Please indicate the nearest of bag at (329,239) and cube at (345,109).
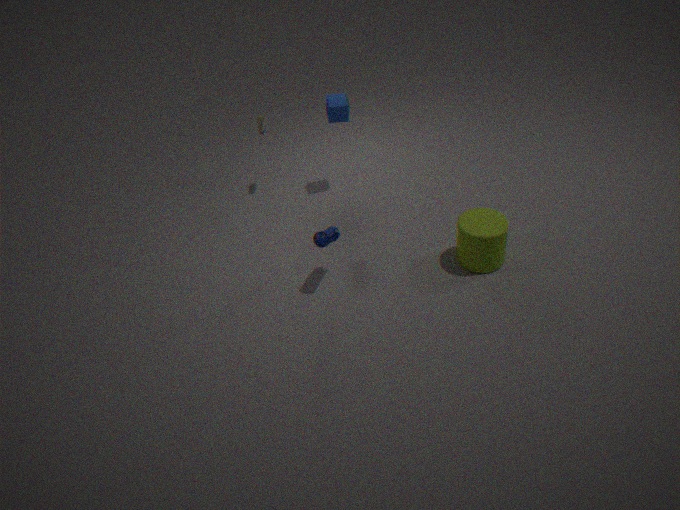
bag at (329,239)
